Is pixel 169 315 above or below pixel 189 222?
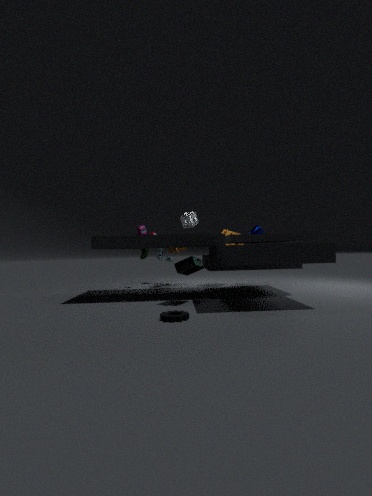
below
